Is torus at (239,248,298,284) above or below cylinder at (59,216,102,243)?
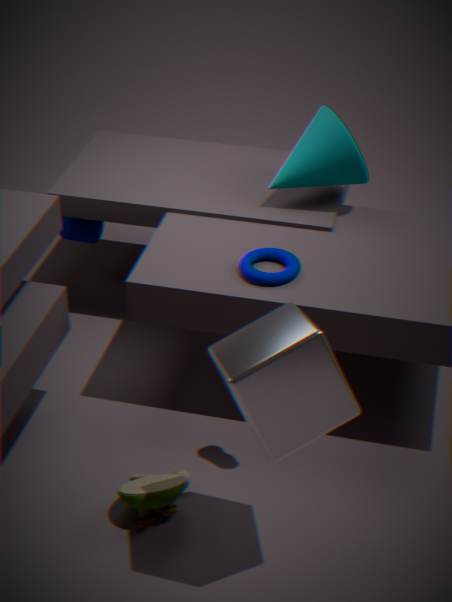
above
